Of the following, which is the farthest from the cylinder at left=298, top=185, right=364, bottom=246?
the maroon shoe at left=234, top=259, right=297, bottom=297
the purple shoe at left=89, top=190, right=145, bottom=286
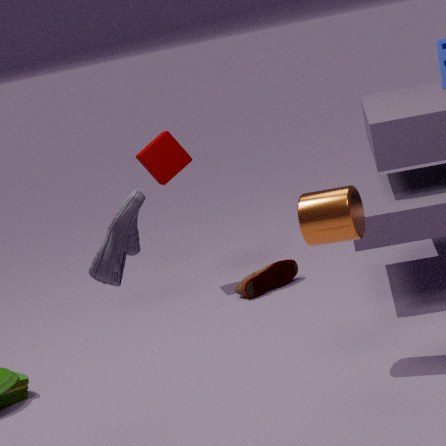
the maroon shoe at left=234, top=259, right=297, bottom=297
